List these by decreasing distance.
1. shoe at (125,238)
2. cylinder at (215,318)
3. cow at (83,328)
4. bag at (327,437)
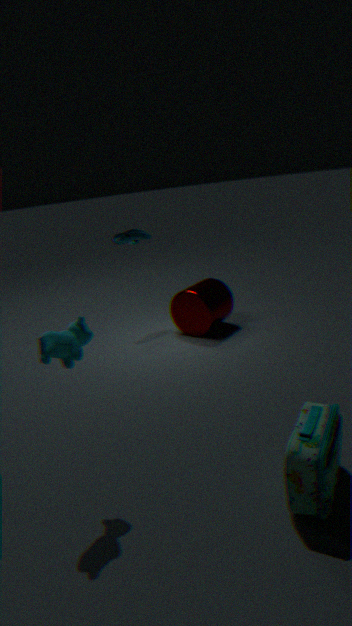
shoe at (125,238) < cylinder at (215,318) < cow at (83,328) < bag at (327,437)
